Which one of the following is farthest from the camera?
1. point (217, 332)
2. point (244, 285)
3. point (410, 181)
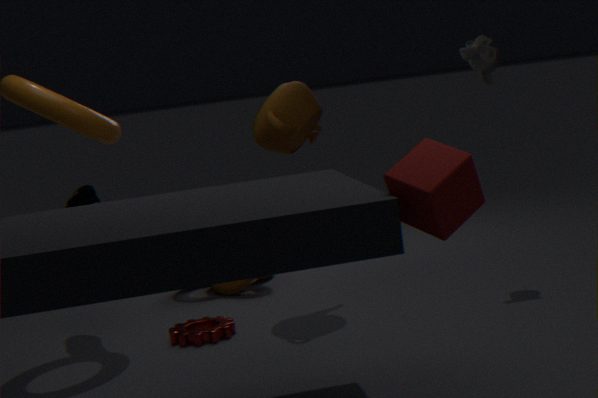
point (244, 285)
